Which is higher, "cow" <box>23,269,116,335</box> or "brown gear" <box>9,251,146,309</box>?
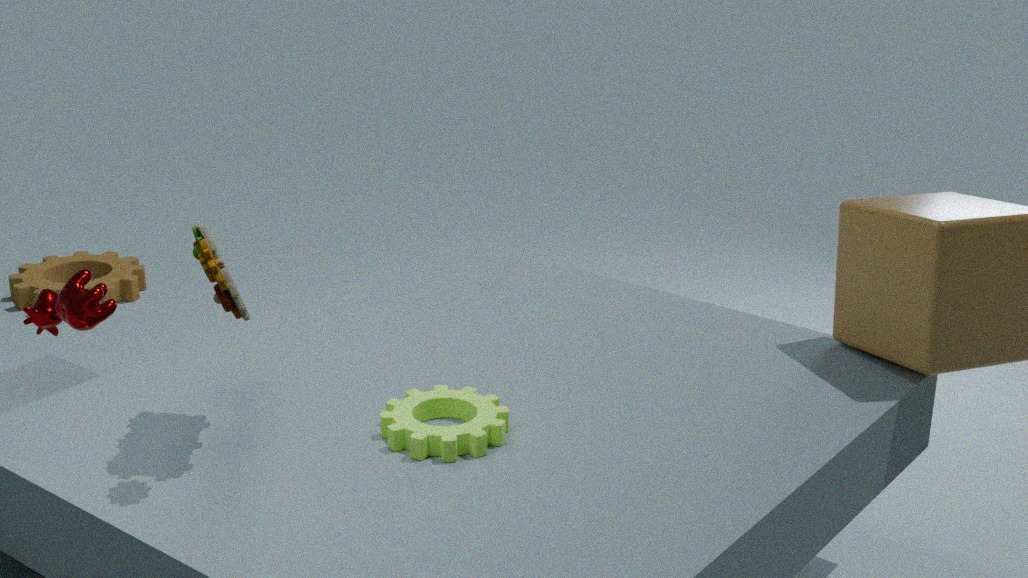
"cow" <box>23,269,116,335</box>
